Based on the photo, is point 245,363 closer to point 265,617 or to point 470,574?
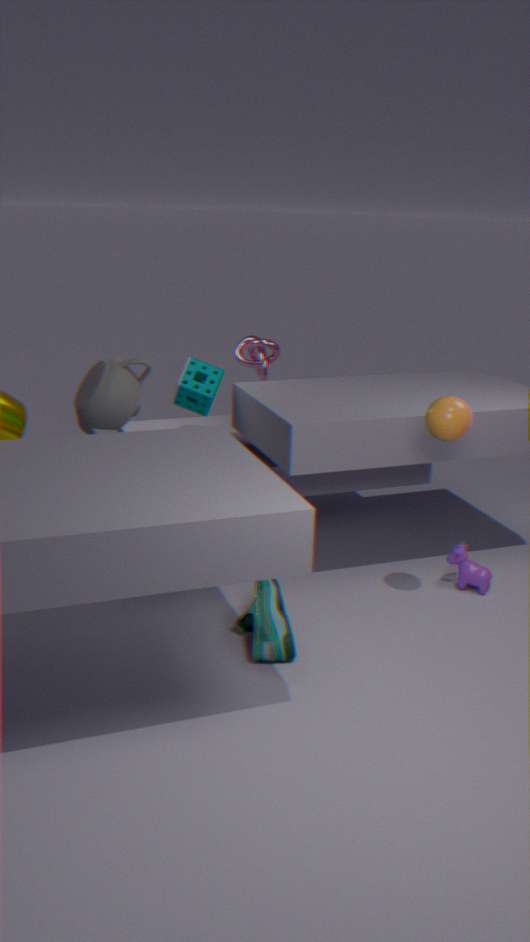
point 470,574
